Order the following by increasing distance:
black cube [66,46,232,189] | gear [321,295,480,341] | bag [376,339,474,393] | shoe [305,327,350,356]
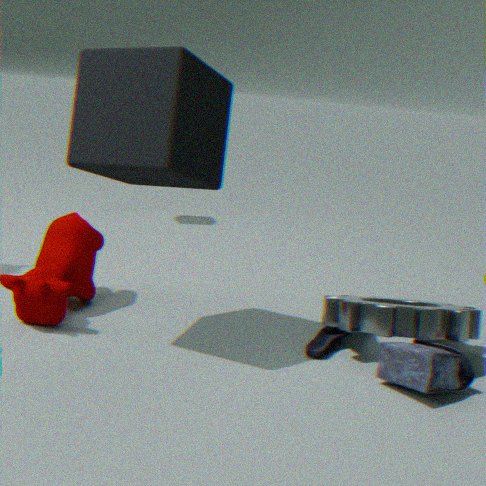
black cube [66,46,232,189]
bag [376,339,474,393]
gear [321,295,480,341]
shoe [305,327,350,356]
